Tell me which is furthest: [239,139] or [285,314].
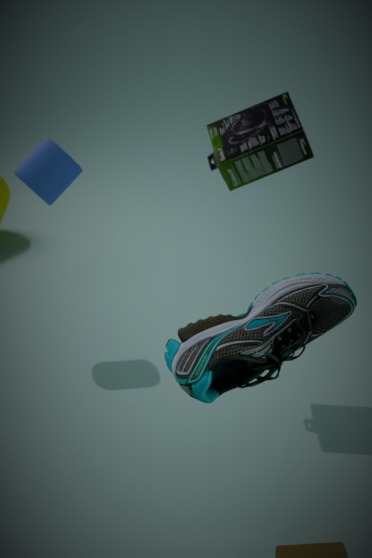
[239,139]
